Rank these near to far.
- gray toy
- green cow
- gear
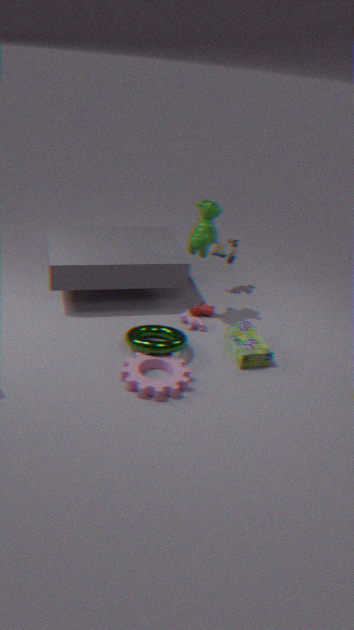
gear
green cow
gray toy
